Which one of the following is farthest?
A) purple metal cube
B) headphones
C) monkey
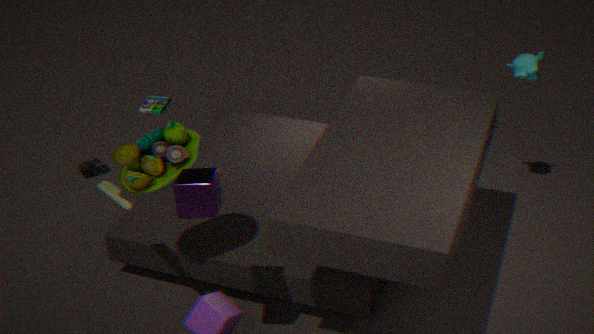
headphones
